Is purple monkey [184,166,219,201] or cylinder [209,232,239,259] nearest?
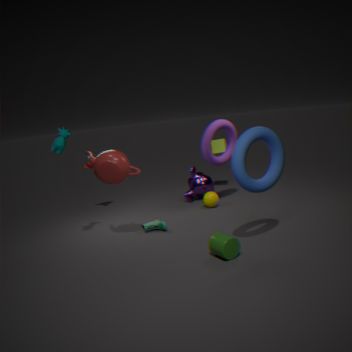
cylinder [209,232,239,259]
